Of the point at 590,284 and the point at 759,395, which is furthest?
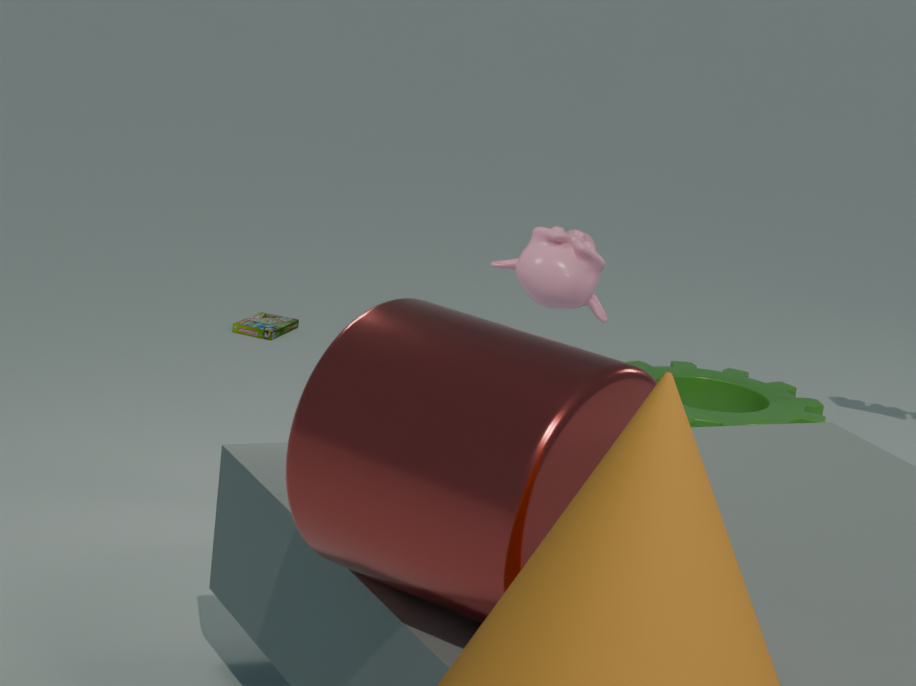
the point at 759,395
